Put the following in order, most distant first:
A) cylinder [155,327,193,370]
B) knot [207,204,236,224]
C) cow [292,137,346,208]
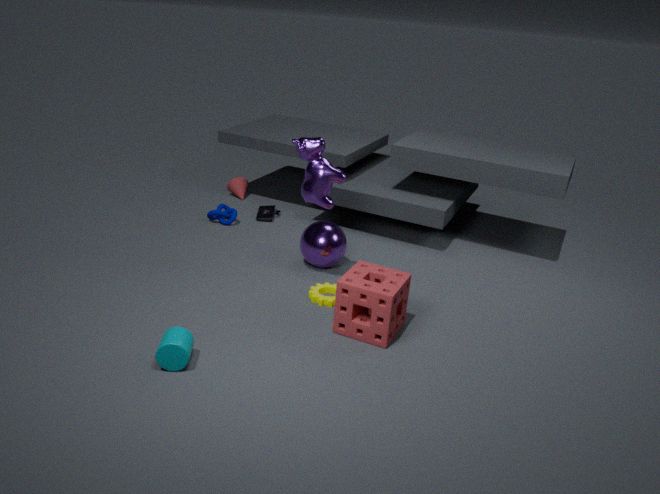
knot [207,204,236,224] < cow [292,137,346,208] < cylinder [155,327,193,370]
